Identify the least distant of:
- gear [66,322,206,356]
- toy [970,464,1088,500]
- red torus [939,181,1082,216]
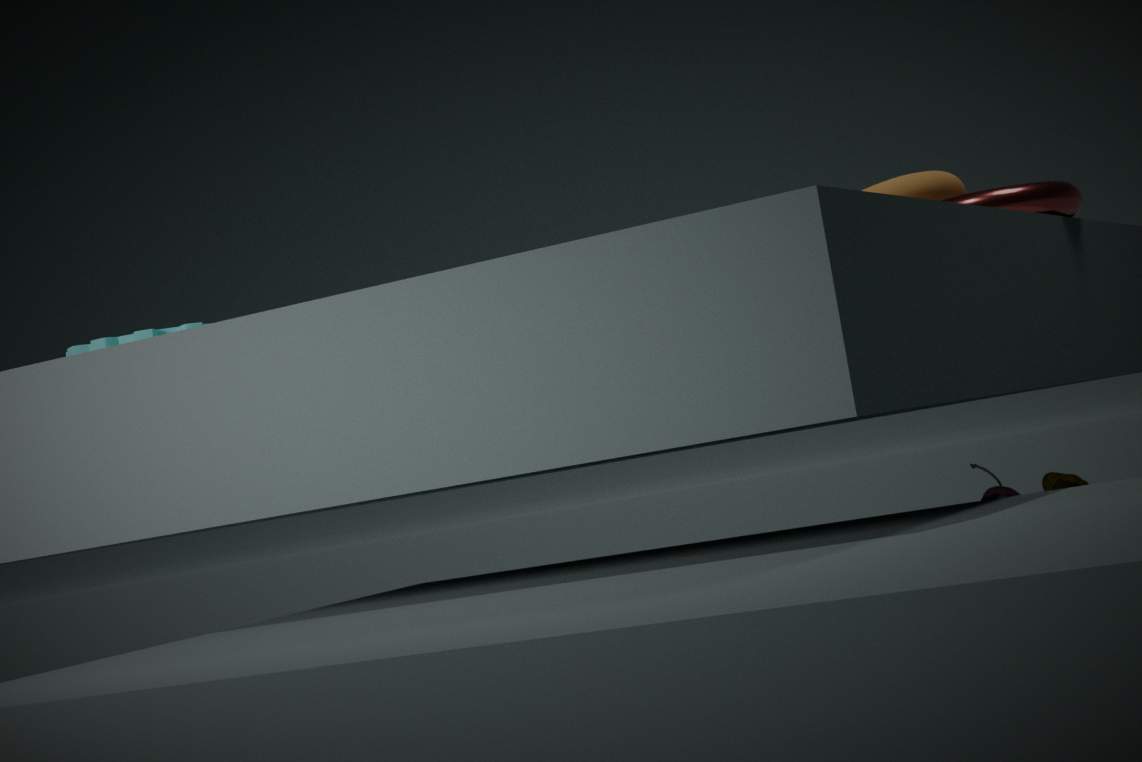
gear [66,322,206,356]
